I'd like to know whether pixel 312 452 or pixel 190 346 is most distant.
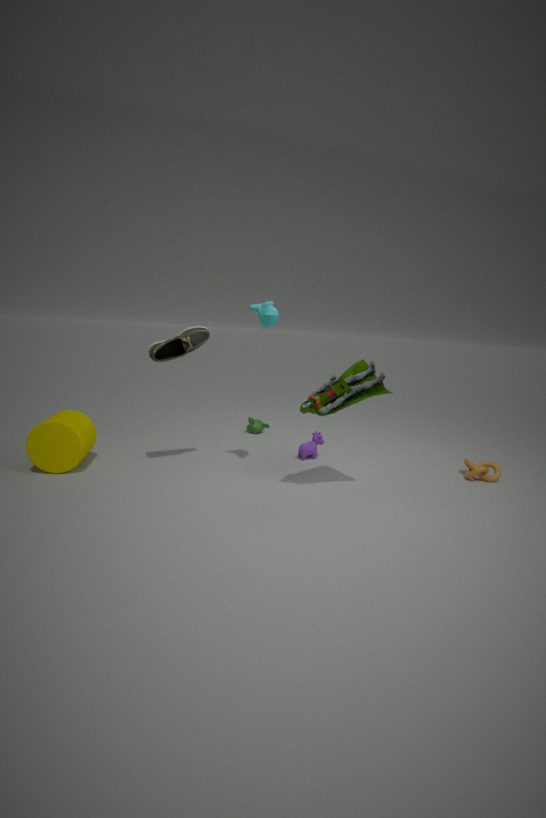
pixel 312 452
